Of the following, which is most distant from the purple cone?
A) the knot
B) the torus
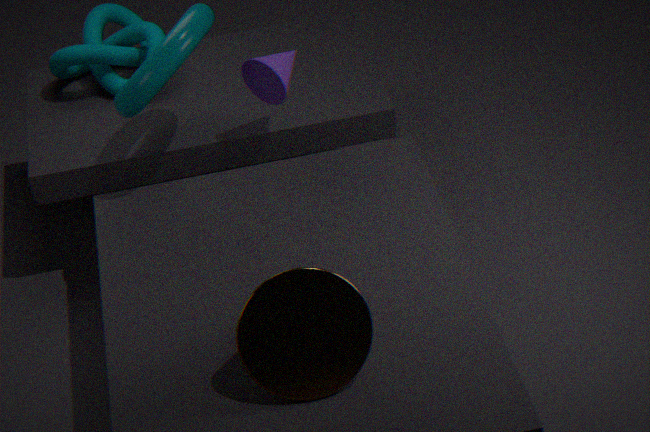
the knot
